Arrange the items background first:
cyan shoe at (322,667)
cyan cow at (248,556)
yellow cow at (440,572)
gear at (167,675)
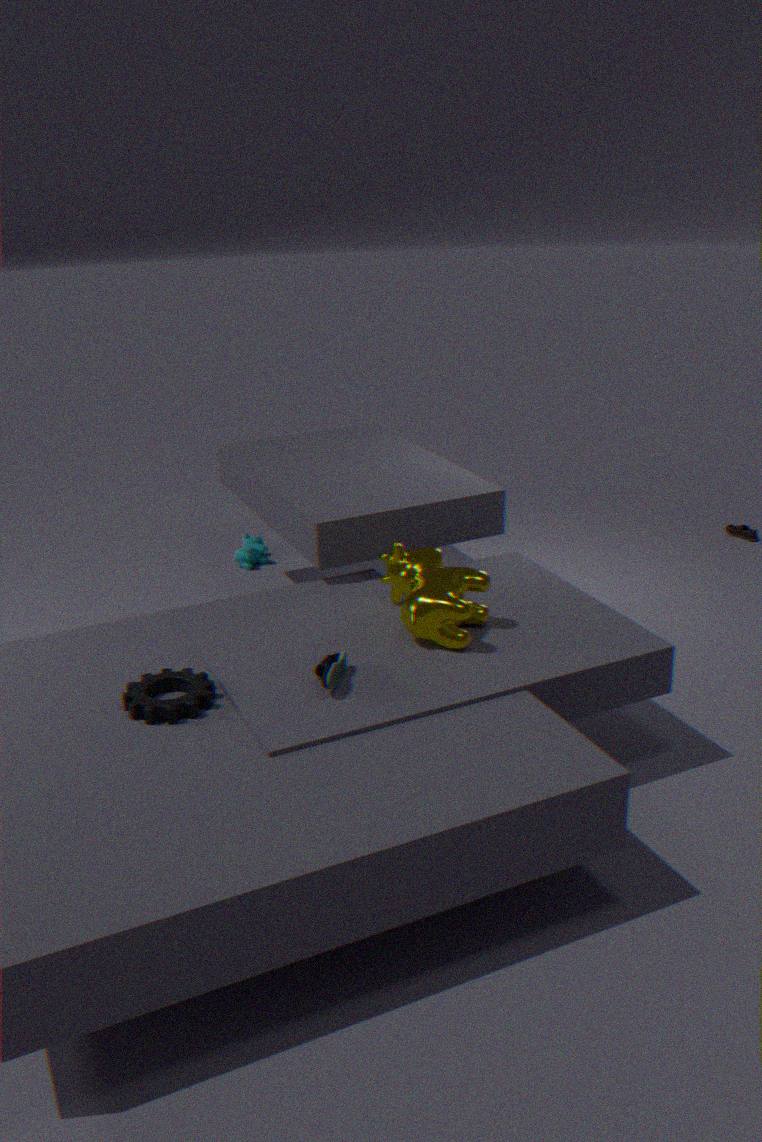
cyan cow at (248,556) → yellow cow at (440,572) → cyan shoe at (322,667) → gear at (167,675)
